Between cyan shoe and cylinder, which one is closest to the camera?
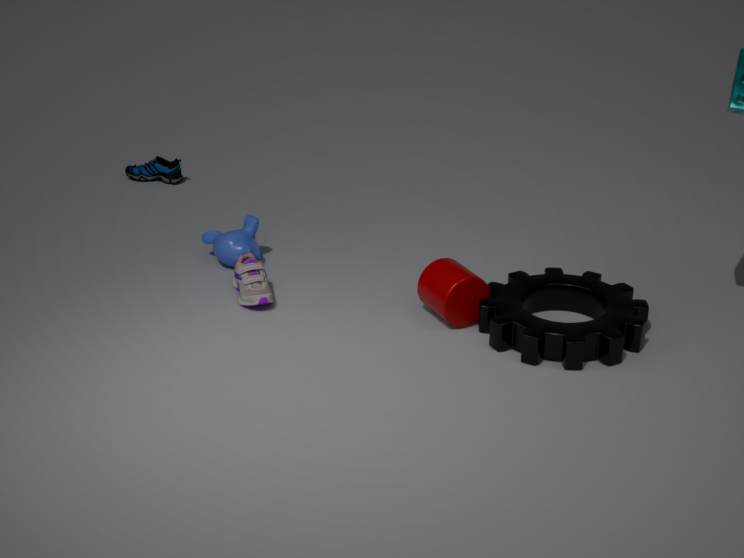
cylinder
